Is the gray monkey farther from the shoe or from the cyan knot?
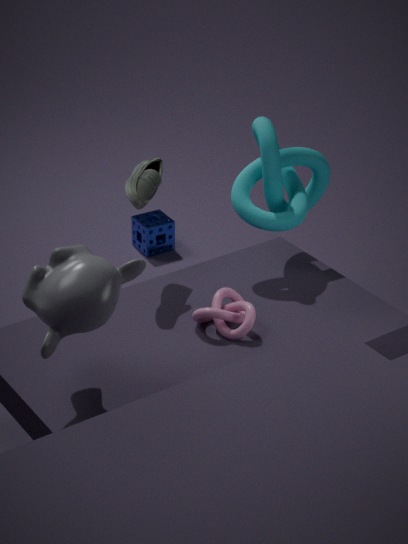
the cyan knot
